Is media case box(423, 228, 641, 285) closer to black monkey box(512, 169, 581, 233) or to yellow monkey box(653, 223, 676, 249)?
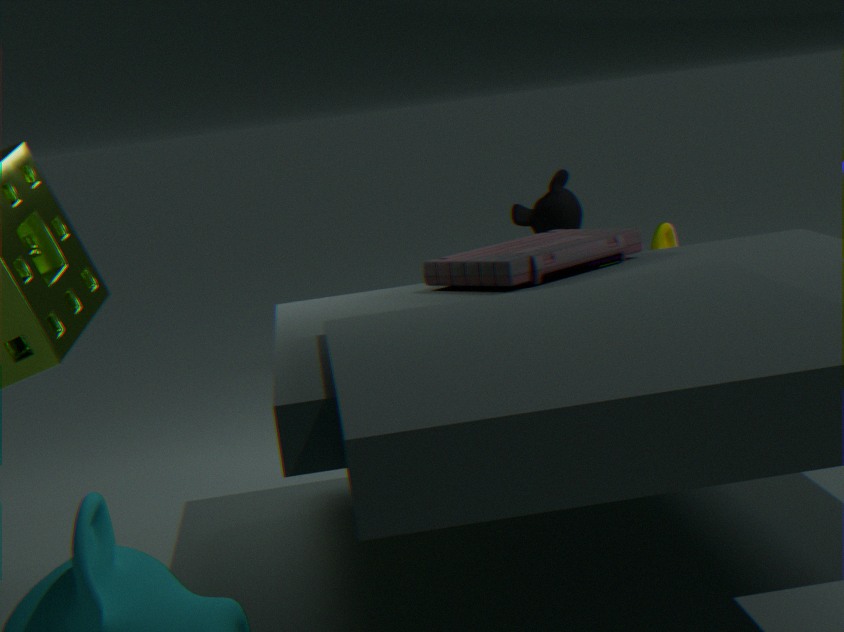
yellow monkey box(653, 223, 676, 249)
